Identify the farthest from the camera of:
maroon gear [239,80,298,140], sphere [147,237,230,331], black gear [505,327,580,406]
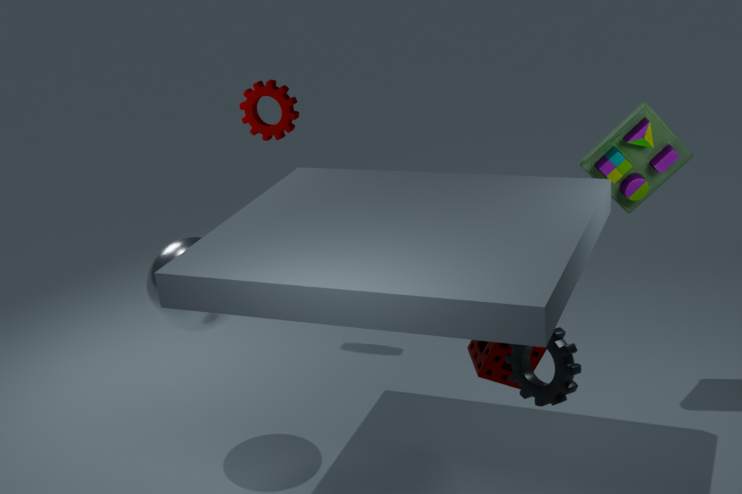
maroon gear [239,80,298,140]
